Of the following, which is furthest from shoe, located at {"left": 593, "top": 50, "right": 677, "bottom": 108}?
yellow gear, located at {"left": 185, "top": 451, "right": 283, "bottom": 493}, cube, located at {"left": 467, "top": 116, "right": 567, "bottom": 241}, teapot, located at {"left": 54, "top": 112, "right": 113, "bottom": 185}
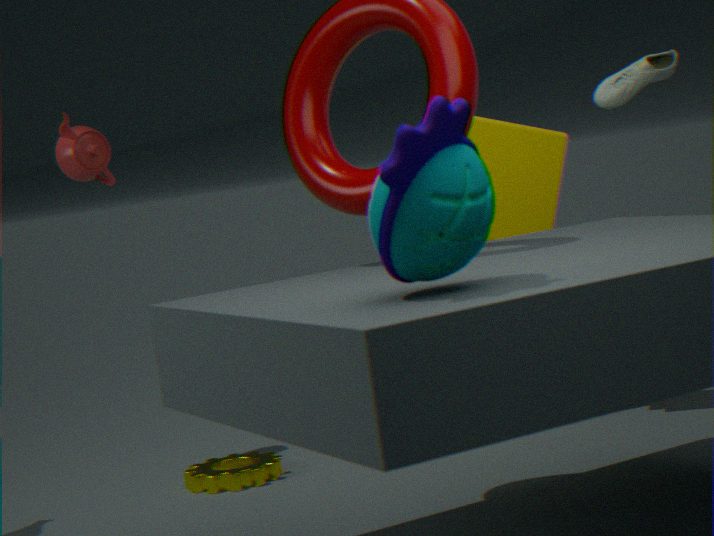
teapot, located at {"left": 54, "top": 112, "right": 113, "bottom": 185}
